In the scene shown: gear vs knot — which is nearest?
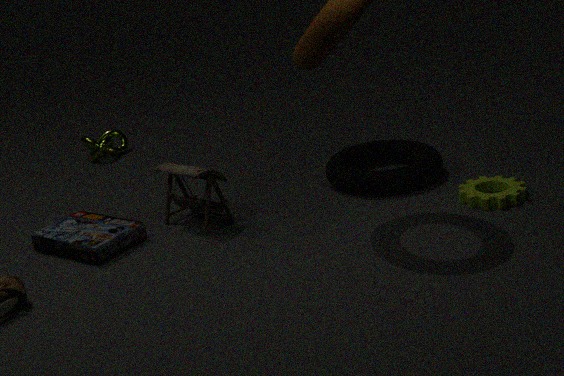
gear
